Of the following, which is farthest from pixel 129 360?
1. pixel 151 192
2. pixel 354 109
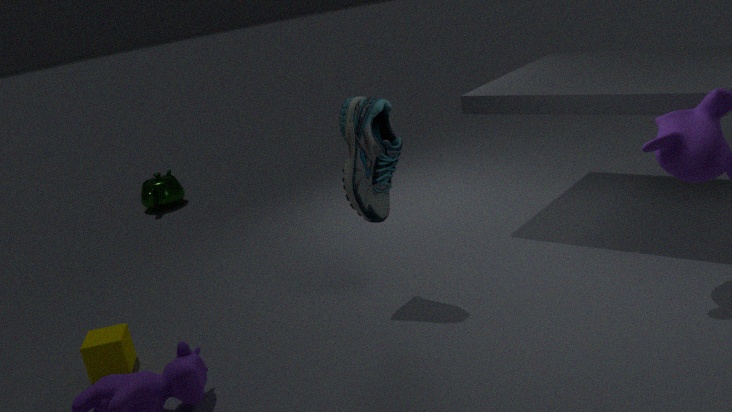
pixel 151 192
